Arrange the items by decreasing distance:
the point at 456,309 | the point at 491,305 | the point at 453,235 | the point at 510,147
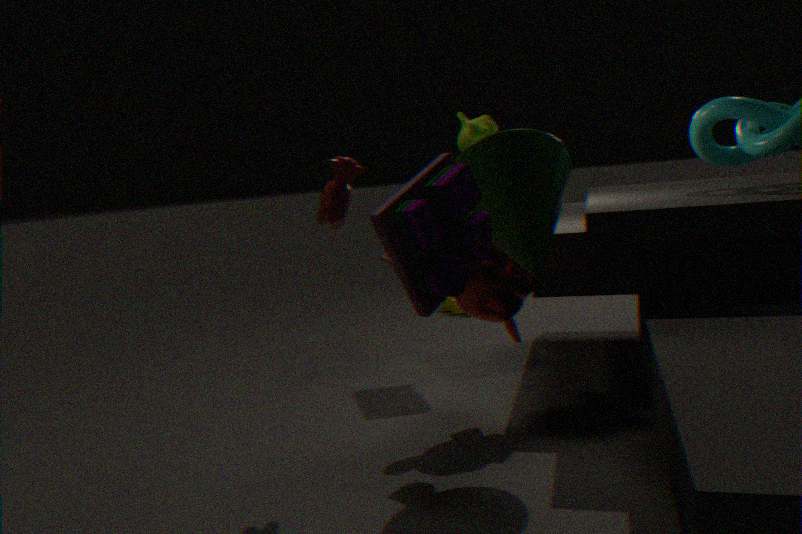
the point at 456,309 < the point at 491,305 < the point at 510,147 < the point at 453,235
